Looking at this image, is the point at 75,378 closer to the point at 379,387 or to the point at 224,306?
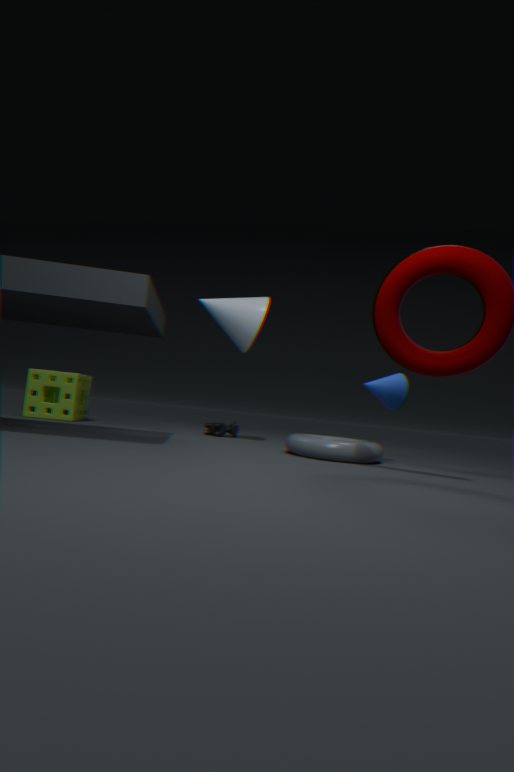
the point at 224,306
